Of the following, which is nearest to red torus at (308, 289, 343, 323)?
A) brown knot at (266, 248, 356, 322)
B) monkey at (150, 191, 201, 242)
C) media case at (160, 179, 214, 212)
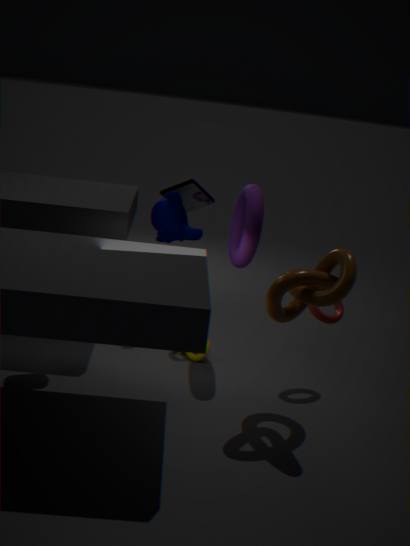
brown knot at (266, 248, 356, 322)
